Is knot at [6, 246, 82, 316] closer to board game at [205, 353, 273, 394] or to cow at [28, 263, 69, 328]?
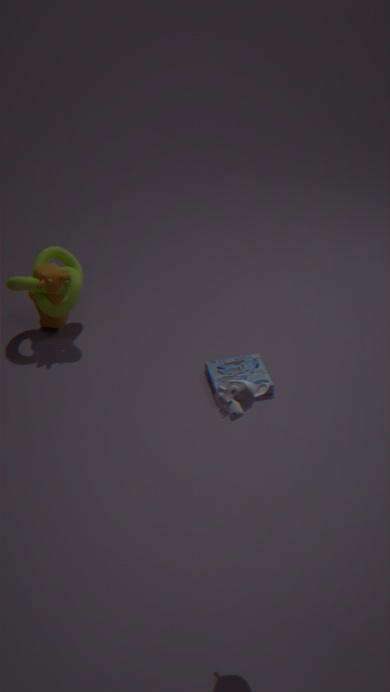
cow at [28, 263, 69, 328]
